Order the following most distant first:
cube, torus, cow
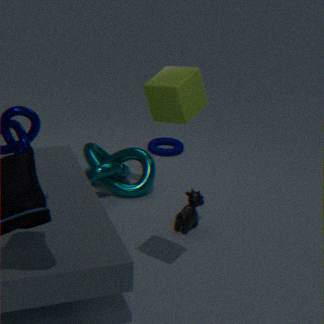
1. torus
2. cow
3. cube
